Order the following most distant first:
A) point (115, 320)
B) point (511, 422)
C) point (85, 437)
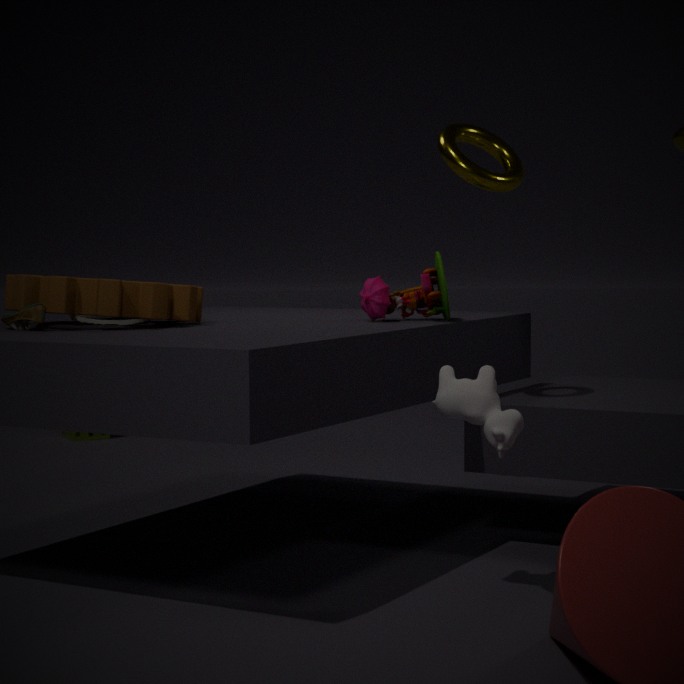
point (85, 437)
point (115, 320)
point (511, 422)
